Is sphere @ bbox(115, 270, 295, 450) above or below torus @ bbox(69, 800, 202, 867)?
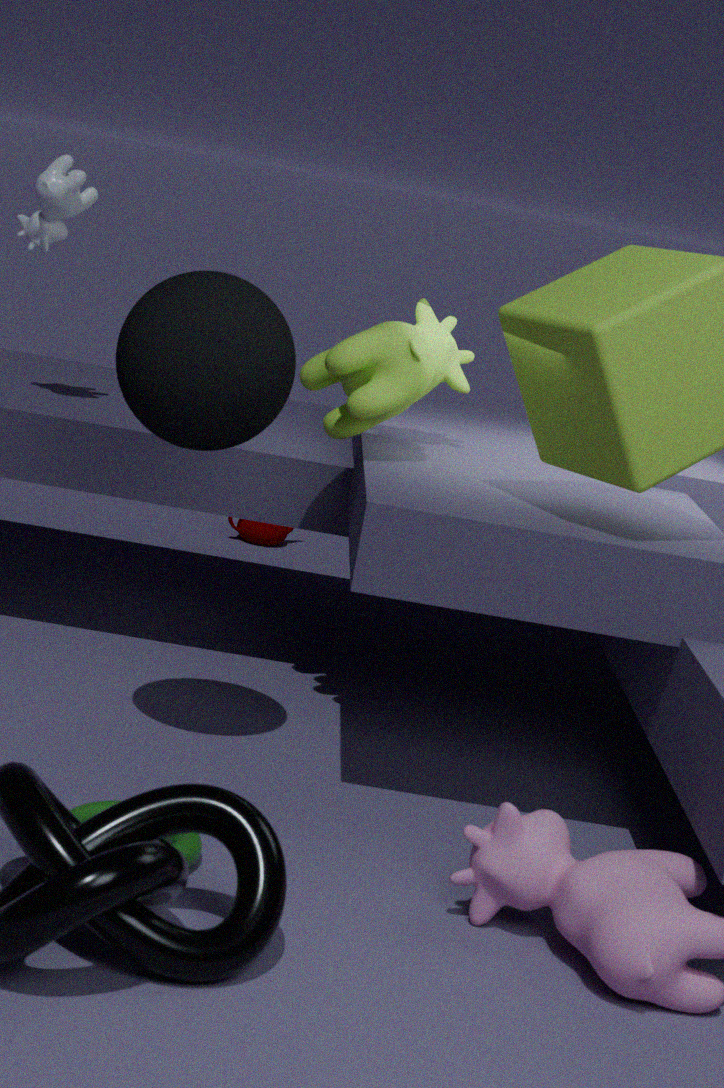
above
